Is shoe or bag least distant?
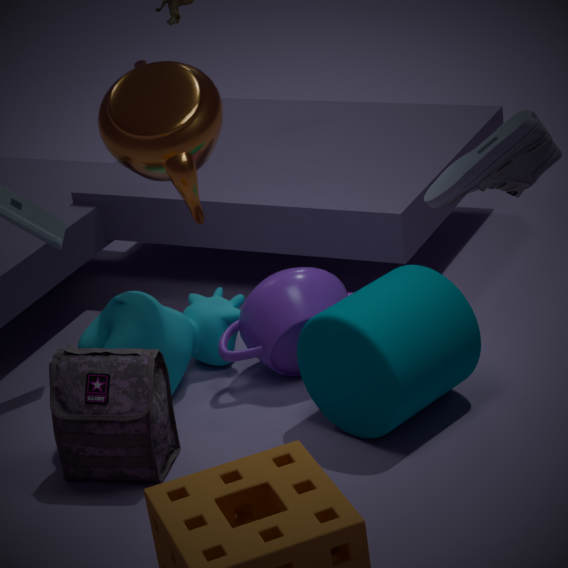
shoe
